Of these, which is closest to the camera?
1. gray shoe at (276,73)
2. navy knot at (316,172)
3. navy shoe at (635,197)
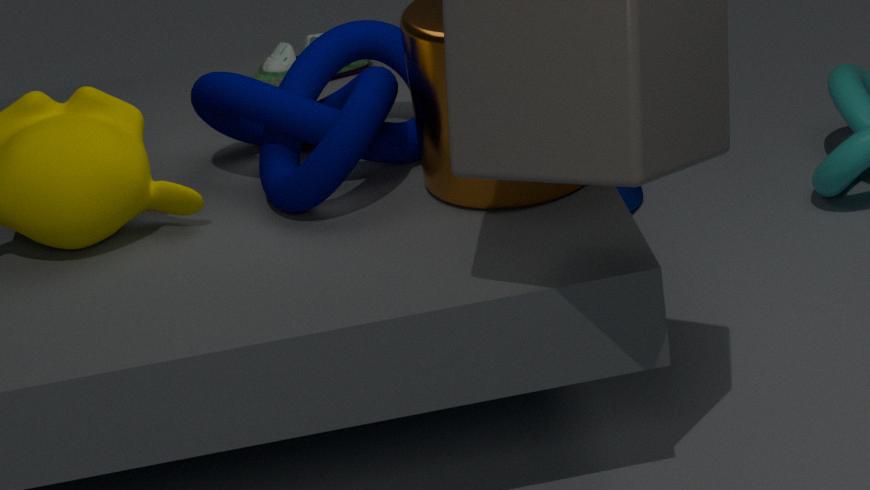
navy knot at (316,172)
